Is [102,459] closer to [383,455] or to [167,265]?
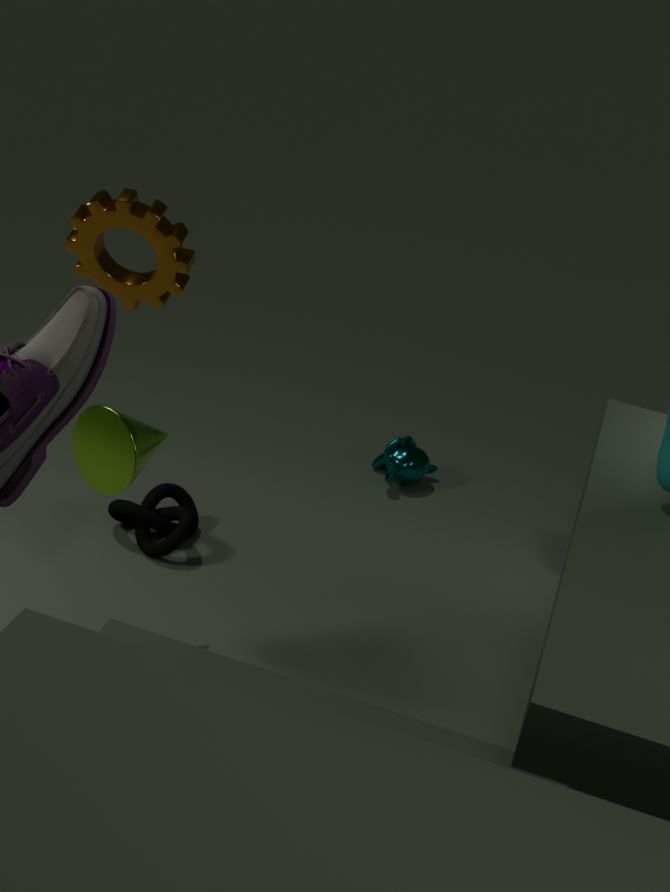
[167,265]
